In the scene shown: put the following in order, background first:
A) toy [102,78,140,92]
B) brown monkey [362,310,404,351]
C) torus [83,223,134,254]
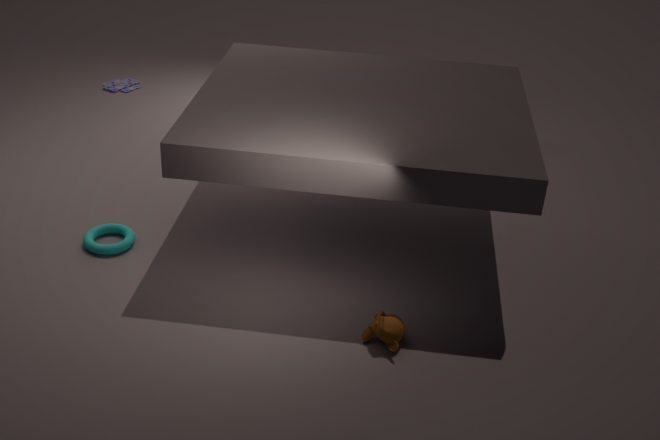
toy [102,78,140,92] → torus [83,223,134,254] → brown monkey [362,310,404,351]
